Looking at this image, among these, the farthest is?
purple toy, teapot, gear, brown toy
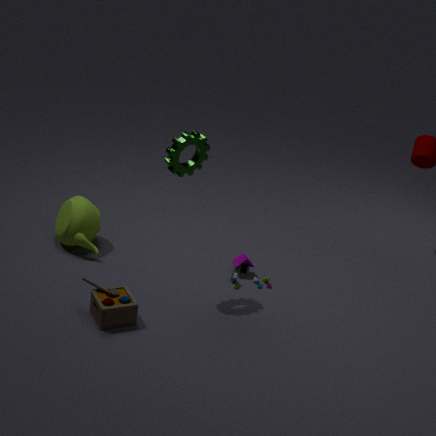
purple toy
